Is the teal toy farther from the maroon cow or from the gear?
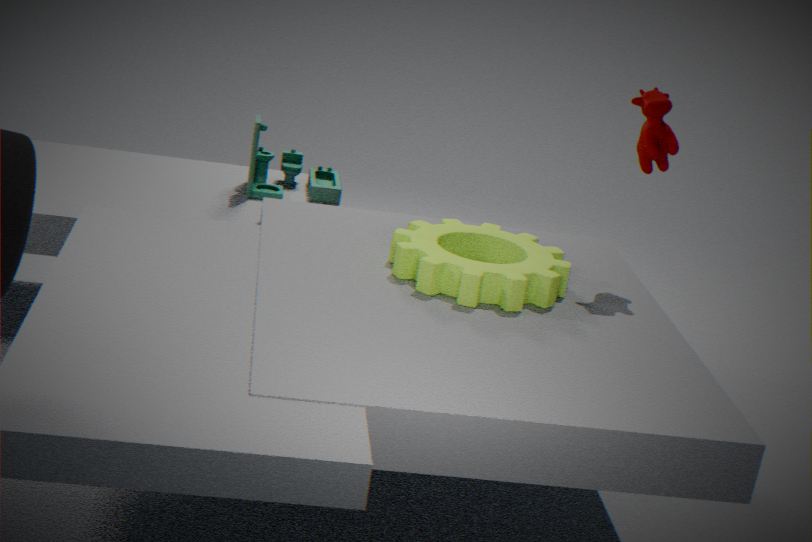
the maroon cow
